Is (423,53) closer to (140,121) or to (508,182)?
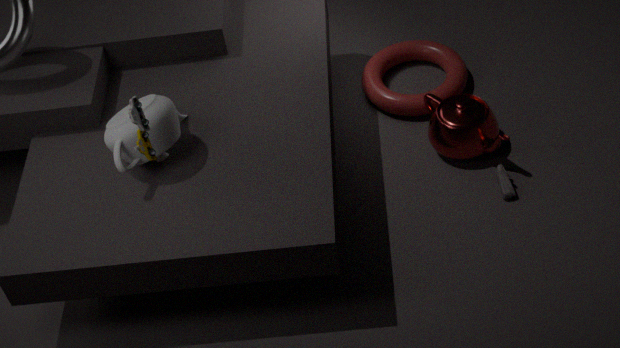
(508,182)
